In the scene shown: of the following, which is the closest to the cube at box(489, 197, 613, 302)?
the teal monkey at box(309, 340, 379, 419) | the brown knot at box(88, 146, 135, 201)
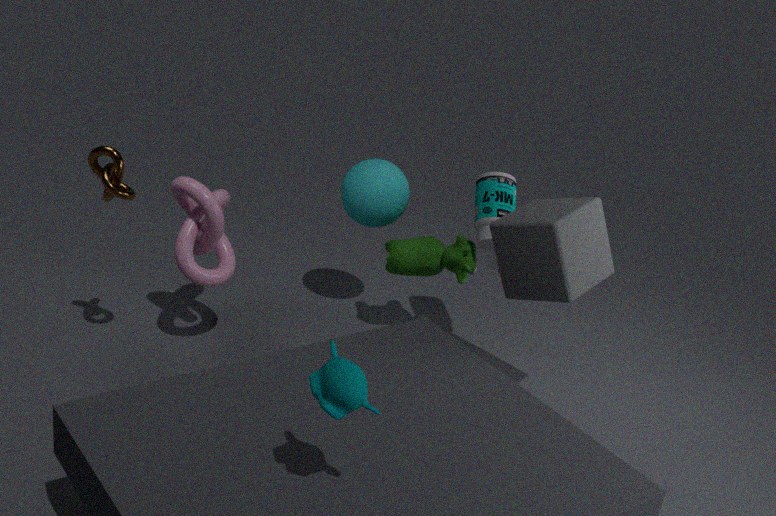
the teal monkey at box(309, 340, 379, 419)
